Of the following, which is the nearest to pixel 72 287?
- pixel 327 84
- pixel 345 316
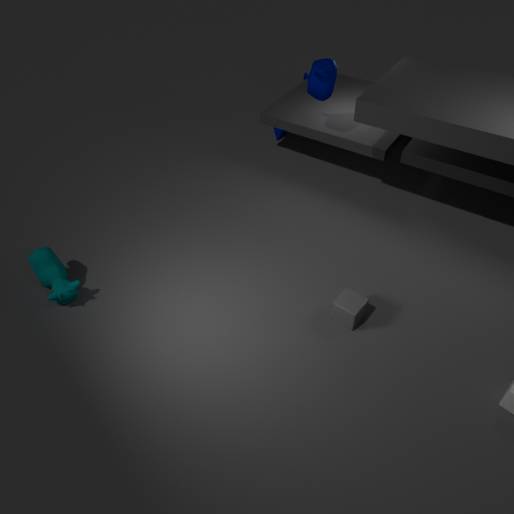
pixel 345 316
